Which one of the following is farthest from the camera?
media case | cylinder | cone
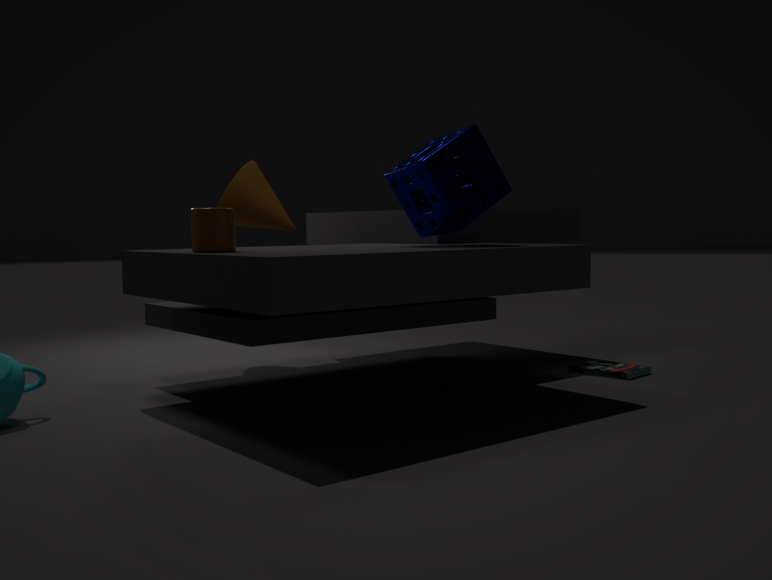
cone
